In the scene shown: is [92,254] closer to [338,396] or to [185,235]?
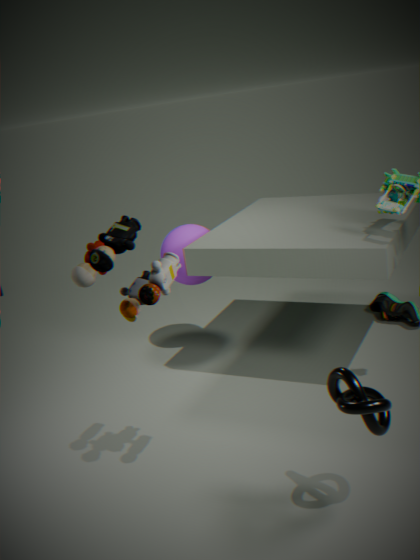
[338,396]
